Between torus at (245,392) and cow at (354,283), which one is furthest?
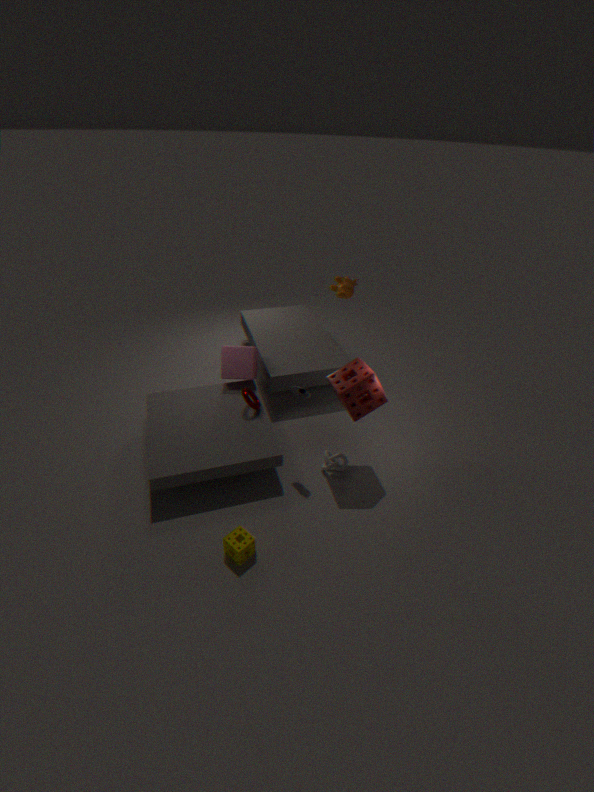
cow at (354,283)
